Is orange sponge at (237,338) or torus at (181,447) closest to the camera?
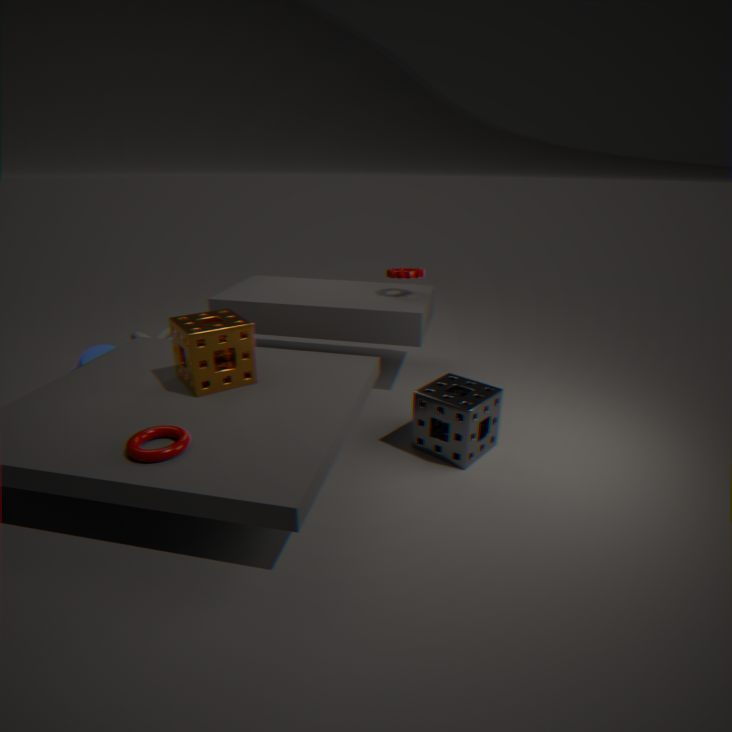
torus at (181,447)
